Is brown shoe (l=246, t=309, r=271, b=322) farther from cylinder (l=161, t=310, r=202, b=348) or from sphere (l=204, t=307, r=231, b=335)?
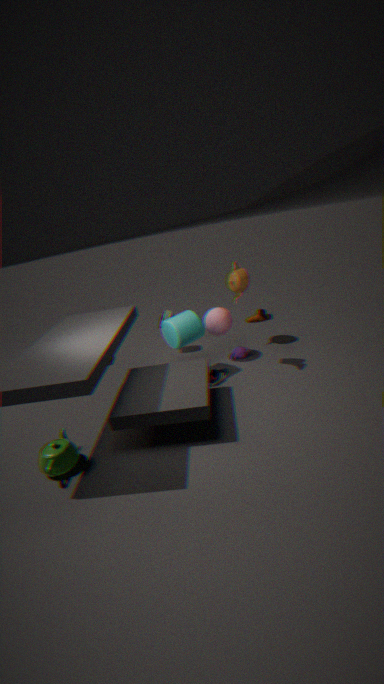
cylinder (l=161, t=310, r=202, b=348)
